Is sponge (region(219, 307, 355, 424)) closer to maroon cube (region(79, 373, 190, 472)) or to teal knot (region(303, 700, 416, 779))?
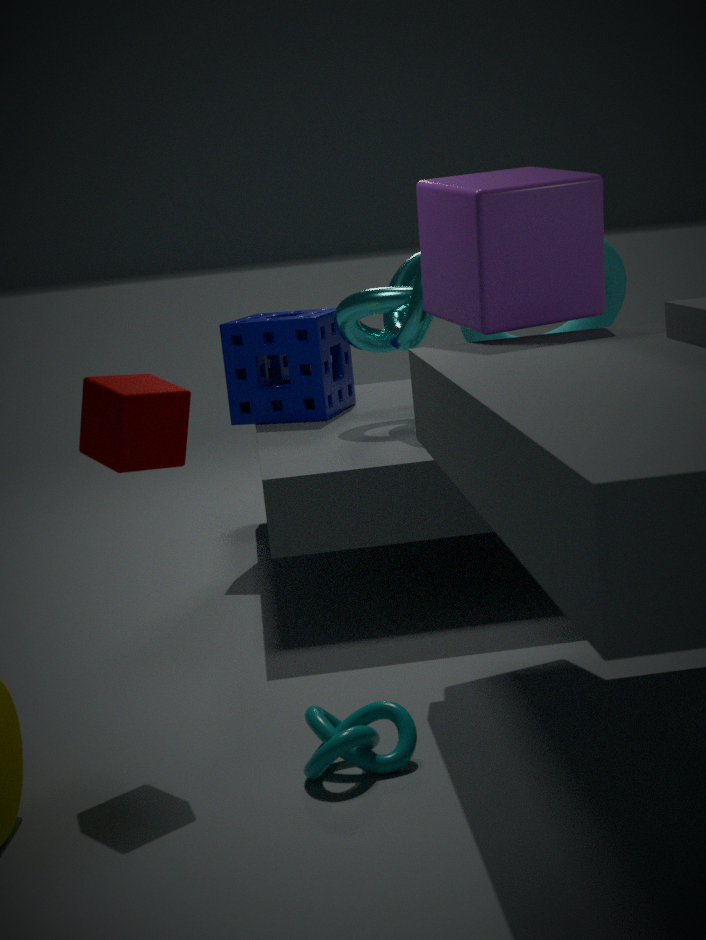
maroon cube (region(79, 373, 190, 472))
